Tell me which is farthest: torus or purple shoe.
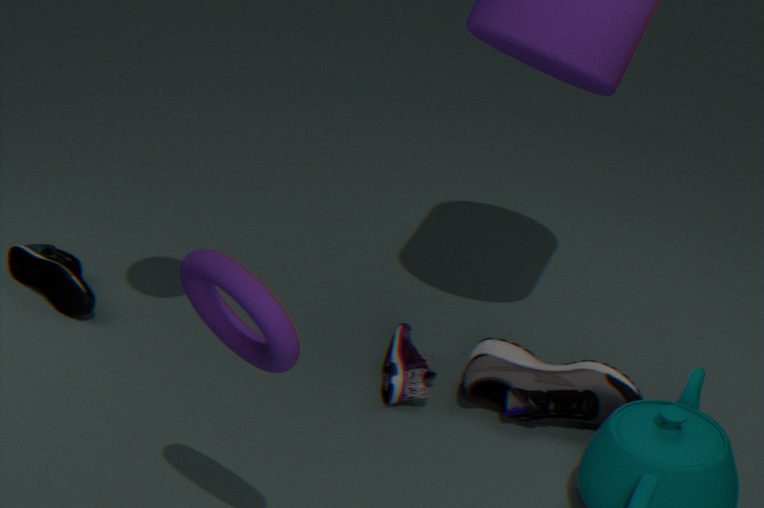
purple shoe
